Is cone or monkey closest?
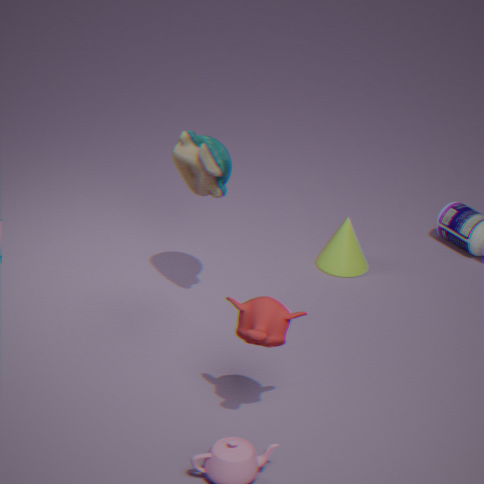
monkey
